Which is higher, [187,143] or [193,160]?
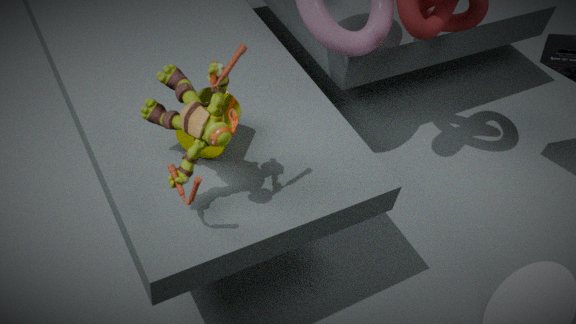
[193,160]
